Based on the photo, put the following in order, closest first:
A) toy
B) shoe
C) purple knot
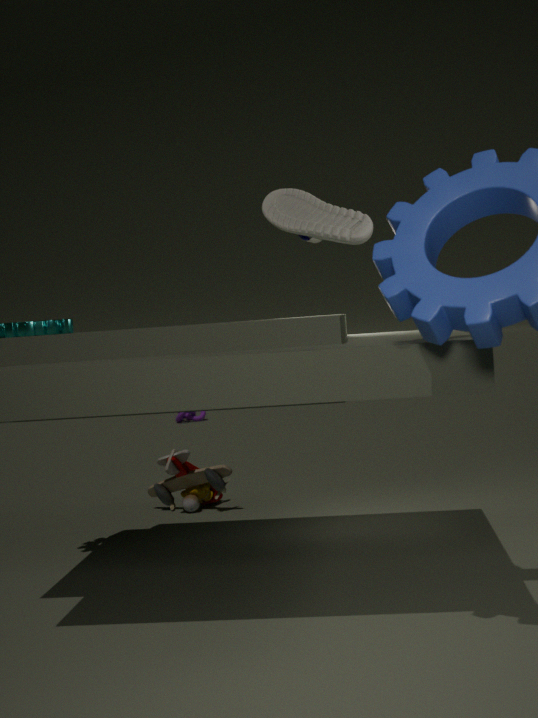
shoe → toy → purple knot
